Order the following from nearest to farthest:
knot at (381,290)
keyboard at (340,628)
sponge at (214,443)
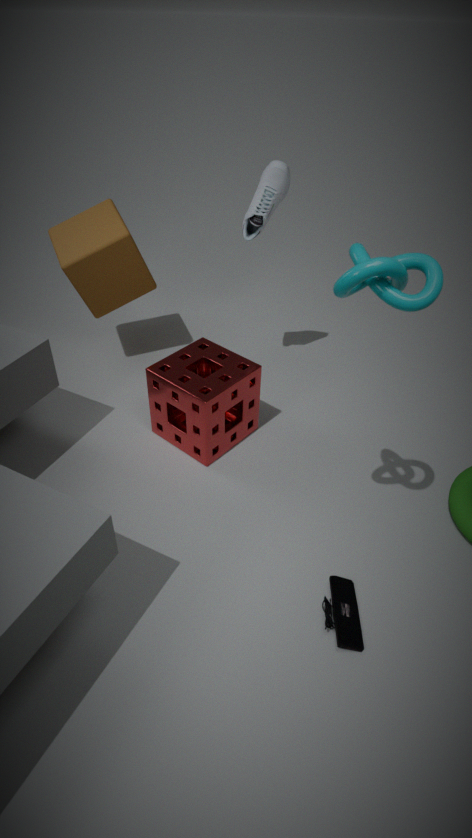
1. knot at (381,290)
2. keyboard at (340,628)
3. sponge at (214,443)
